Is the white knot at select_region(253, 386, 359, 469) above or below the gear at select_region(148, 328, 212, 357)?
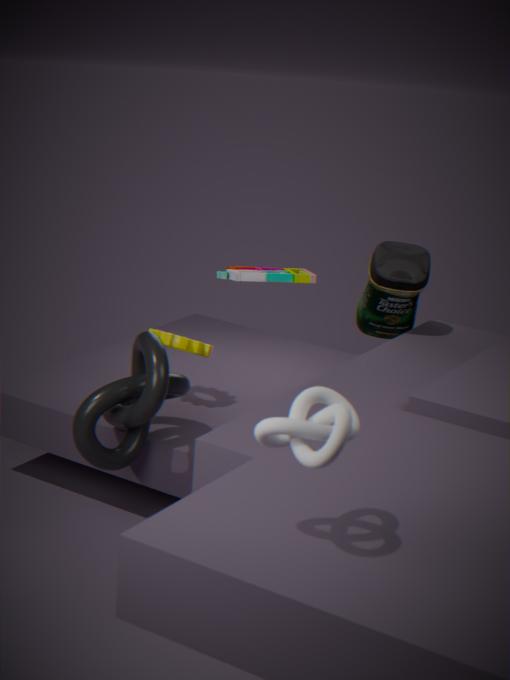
above
